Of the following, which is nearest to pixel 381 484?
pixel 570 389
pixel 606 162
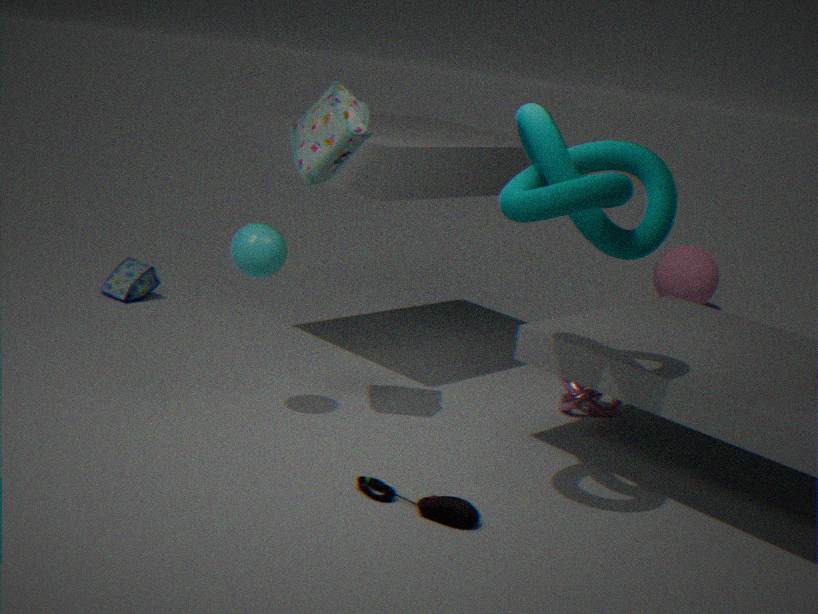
pixel 606 162
